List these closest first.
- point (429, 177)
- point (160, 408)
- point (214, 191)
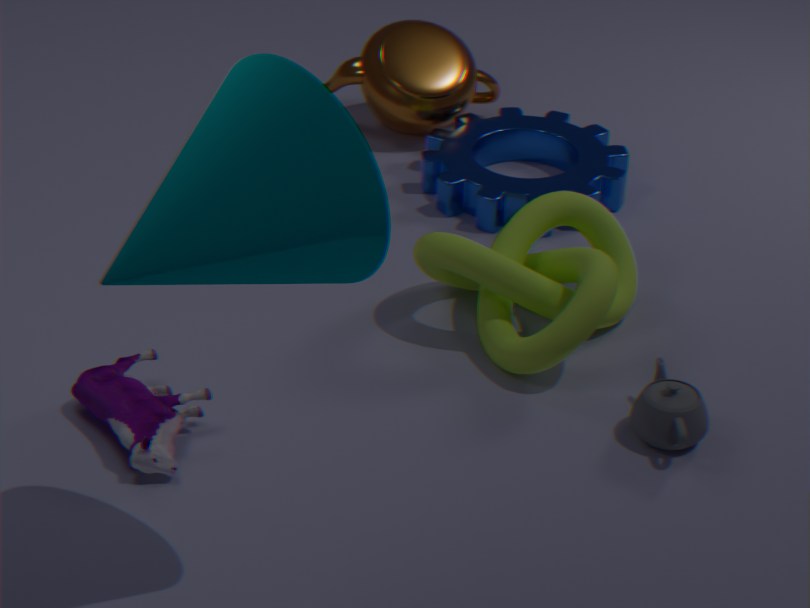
point (214, 191)
point (160, 408)
point (429, 177)
